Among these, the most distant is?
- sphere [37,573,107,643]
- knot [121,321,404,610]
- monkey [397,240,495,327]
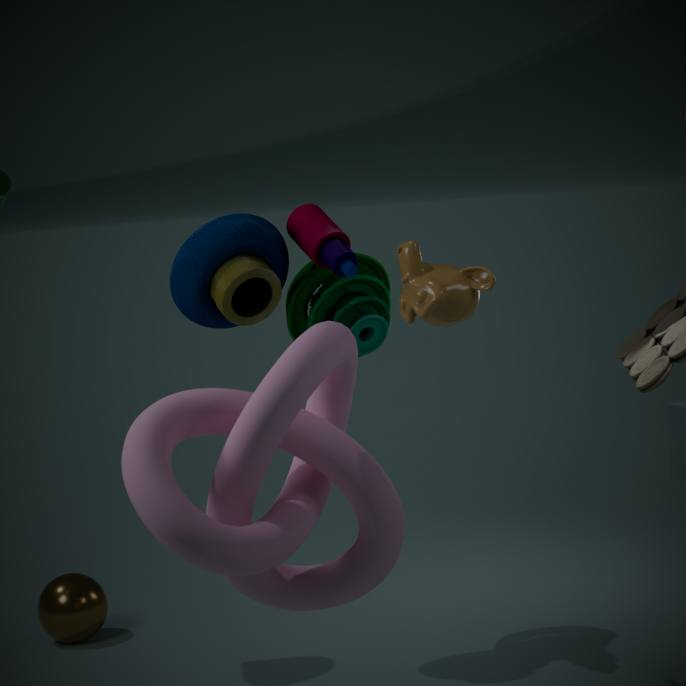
sphere [37,573,107,643]
